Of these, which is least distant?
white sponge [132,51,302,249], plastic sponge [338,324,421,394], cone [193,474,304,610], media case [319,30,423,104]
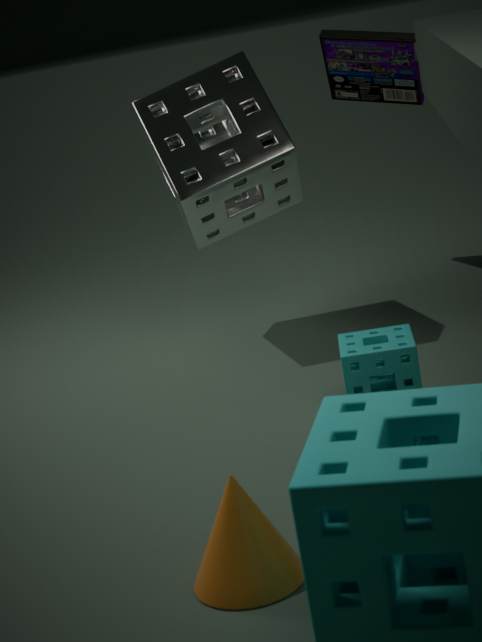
cone [193,474,304,610]
